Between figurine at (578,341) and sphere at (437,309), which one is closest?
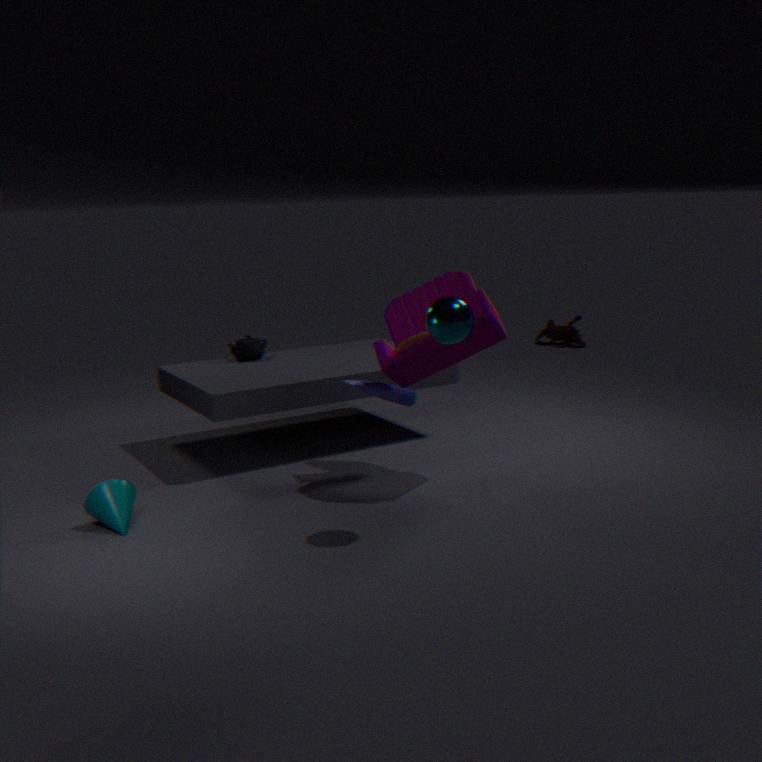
sphere at (437,309)
